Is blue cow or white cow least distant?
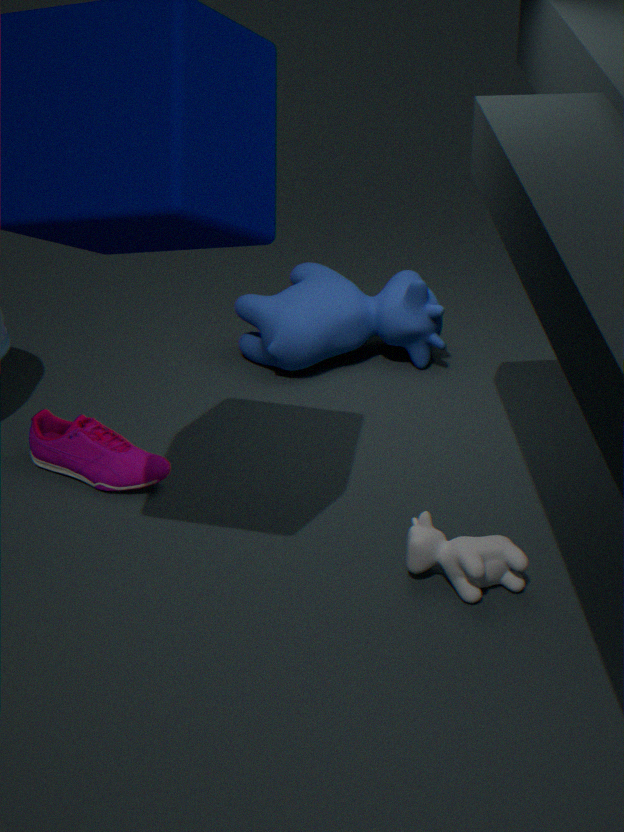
white cow
